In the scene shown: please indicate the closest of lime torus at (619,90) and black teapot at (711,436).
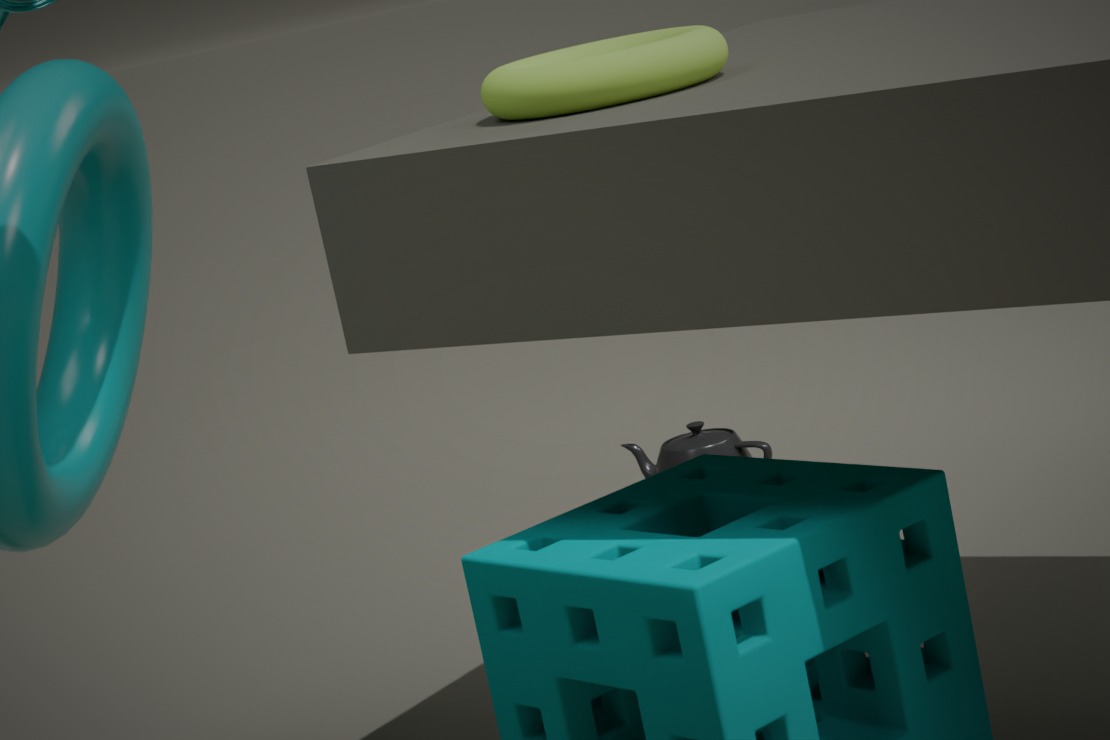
lime torus at (619,90)
